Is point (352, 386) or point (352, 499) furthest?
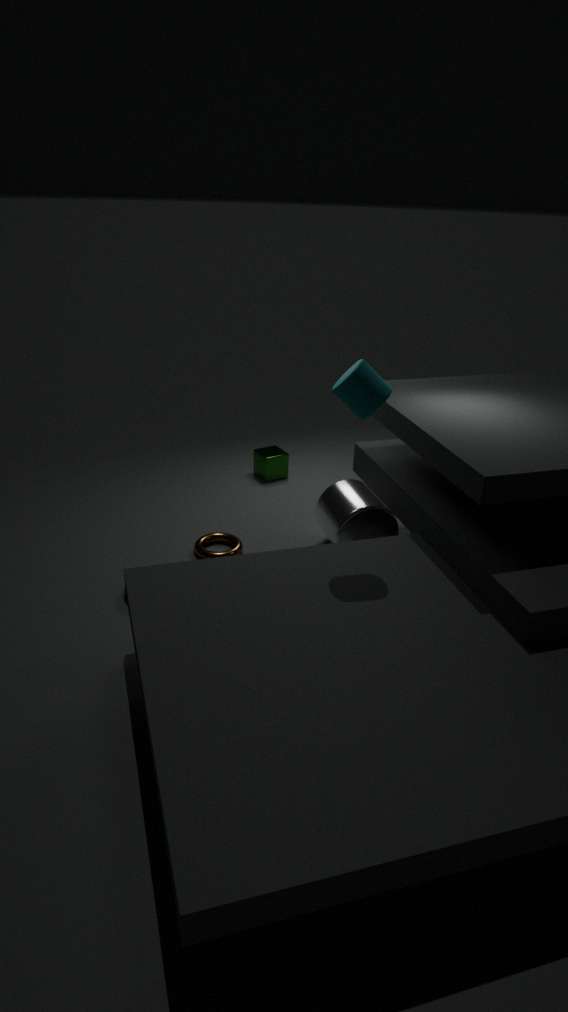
point (352, 499)
